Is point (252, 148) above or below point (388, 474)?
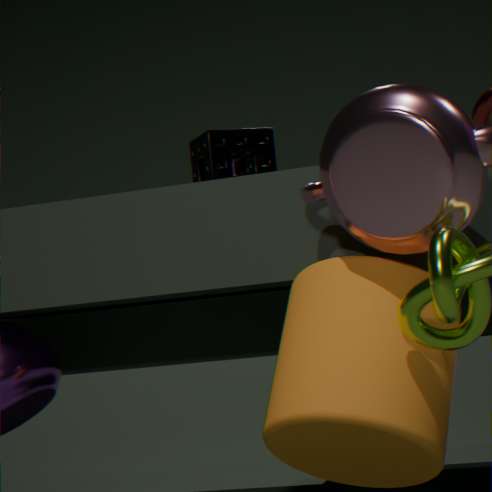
above
